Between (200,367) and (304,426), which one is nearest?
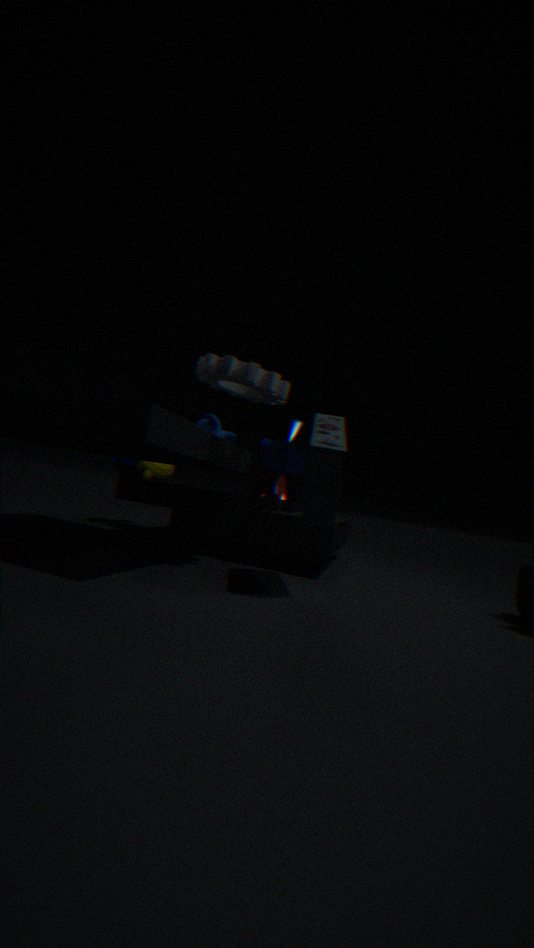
(200,367)
